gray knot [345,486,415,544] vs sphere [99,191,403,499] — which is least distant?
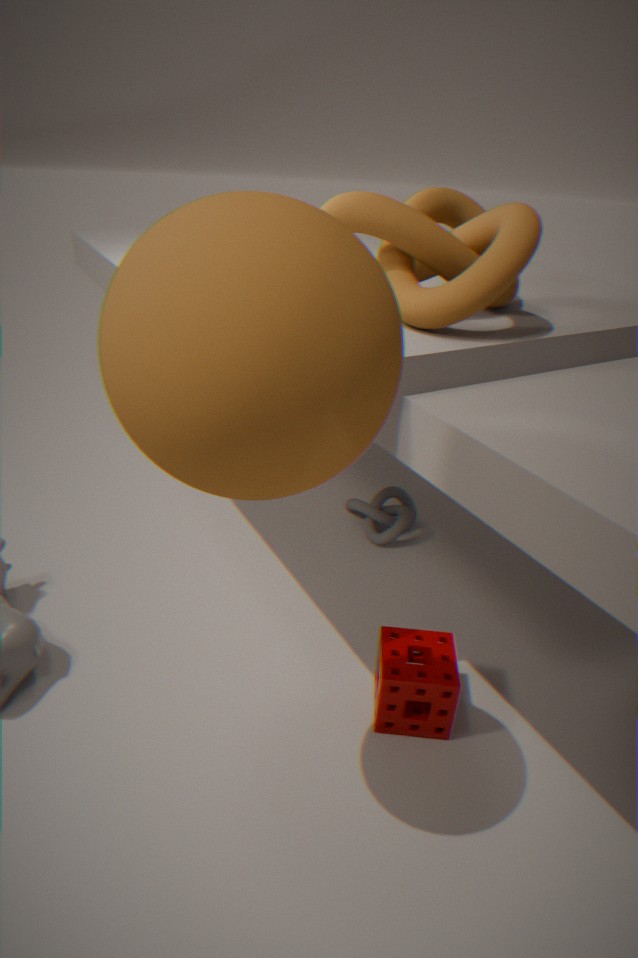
sphere [99,191,403,499]
